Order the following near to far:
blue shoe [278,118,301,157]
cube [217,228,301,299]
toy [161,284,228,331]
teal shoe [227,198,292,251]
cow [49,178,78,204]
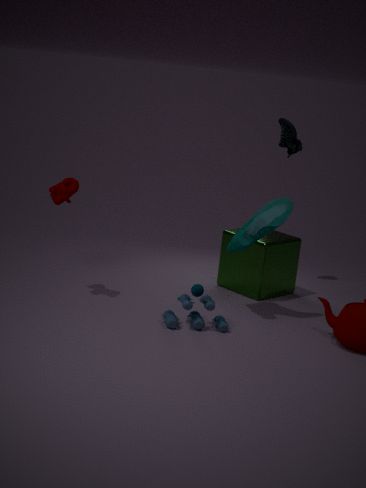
toy [161,284,228,331] → cow [49,178,78,204] → teal shoe [227,198,292,251] → cube [217,228,301,299] → blue shoe [278,118,301,157]
